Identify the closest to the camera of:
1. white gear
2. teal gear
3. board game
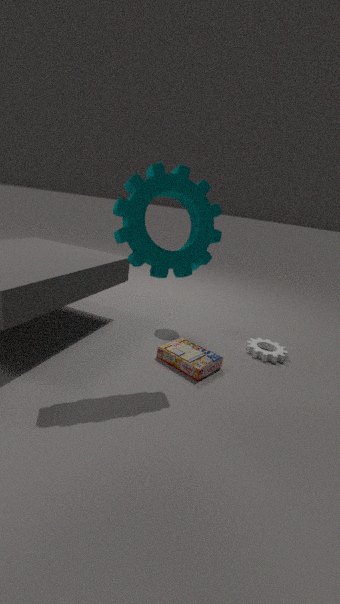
teal gear
